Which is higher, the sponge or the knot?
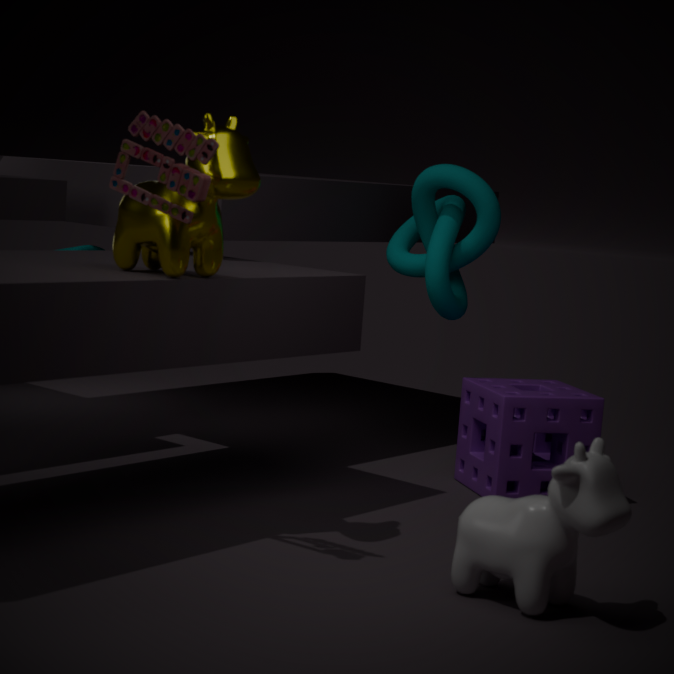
the knot
